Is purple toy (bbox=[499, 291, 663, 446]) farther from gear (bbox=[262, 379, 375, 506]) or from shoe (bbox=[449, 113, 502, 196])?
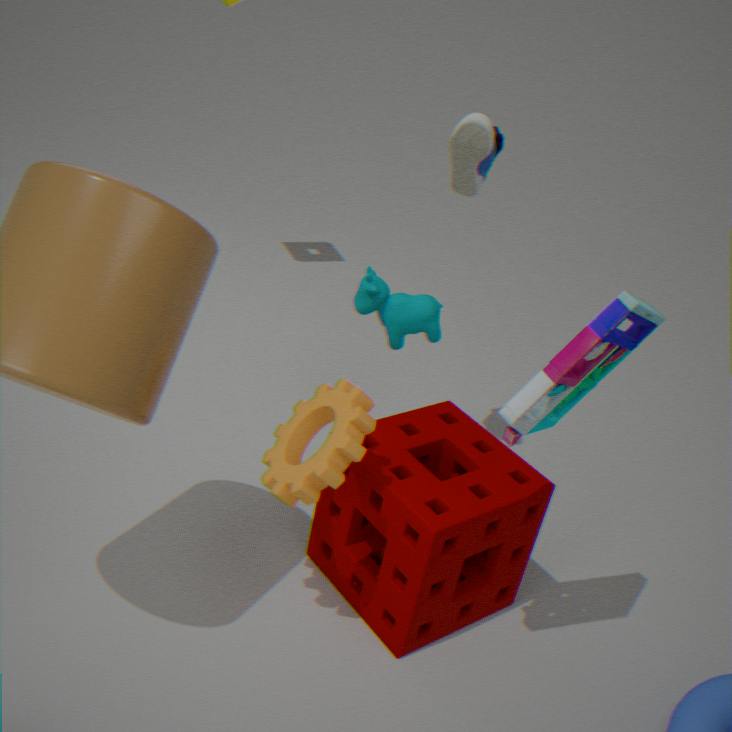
shoe (bbox=[449, 113, 502, 196])
